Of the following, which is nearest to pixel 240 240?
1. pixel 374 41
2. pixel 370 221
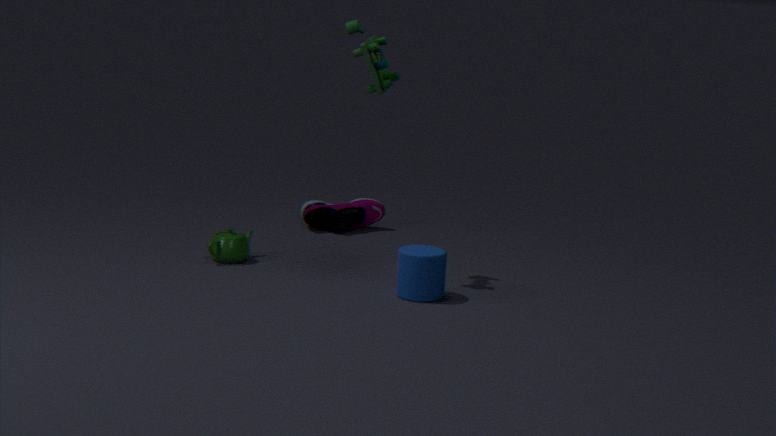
pixel 370 221
